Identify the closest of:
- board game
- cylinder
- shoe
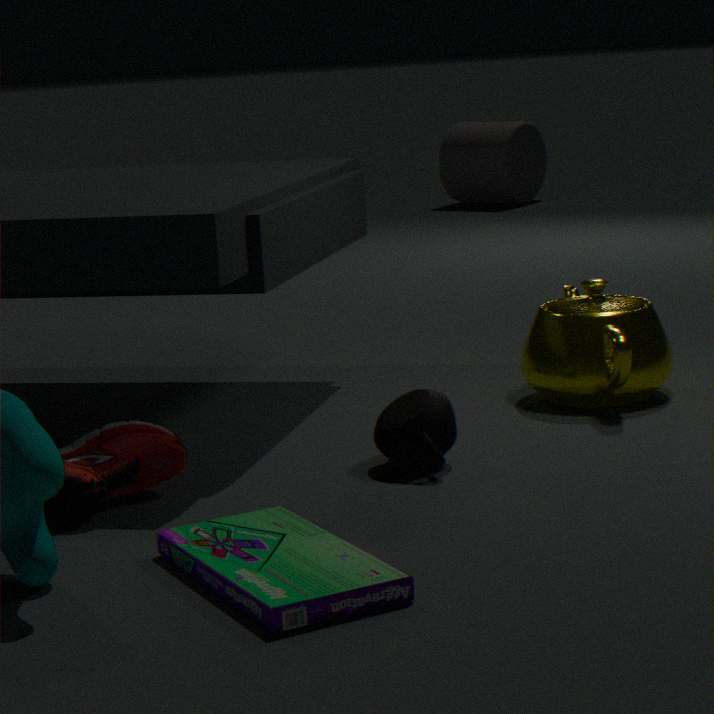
board game
